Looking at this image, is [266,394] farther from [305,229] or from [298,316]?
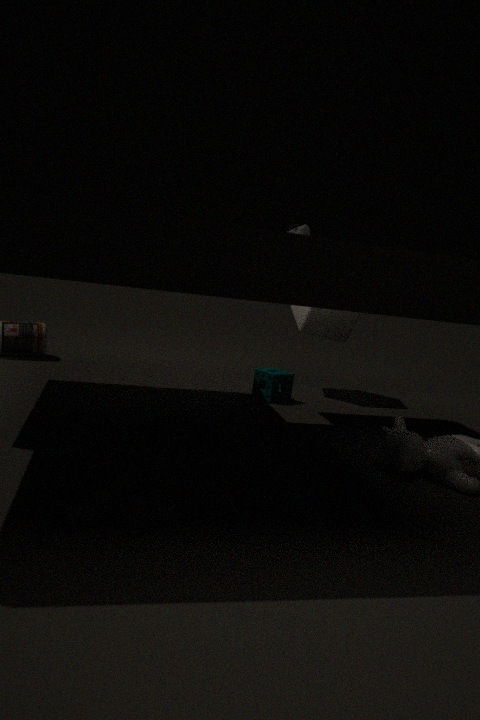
[305,229]
